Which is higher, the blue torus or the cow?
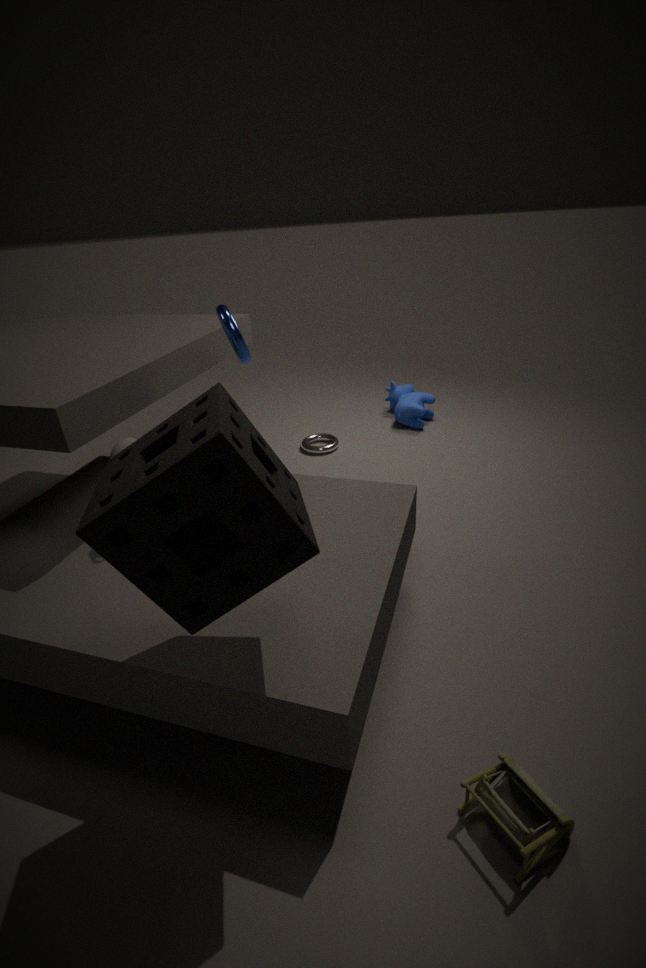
the blue torus
